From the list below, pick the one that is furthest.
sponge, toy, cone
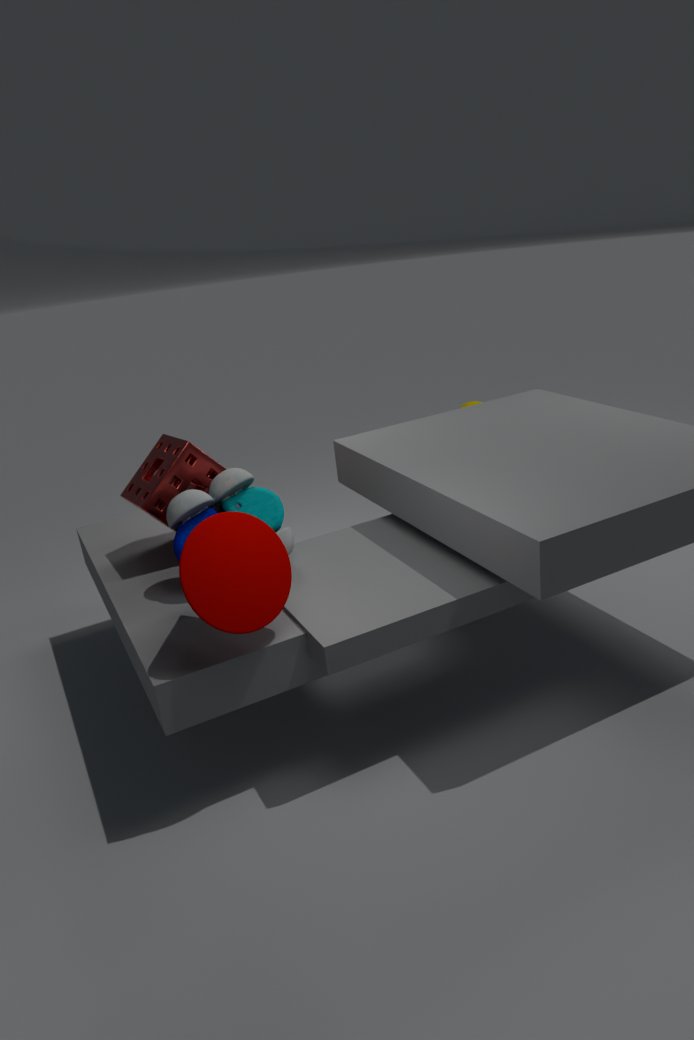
sponge
